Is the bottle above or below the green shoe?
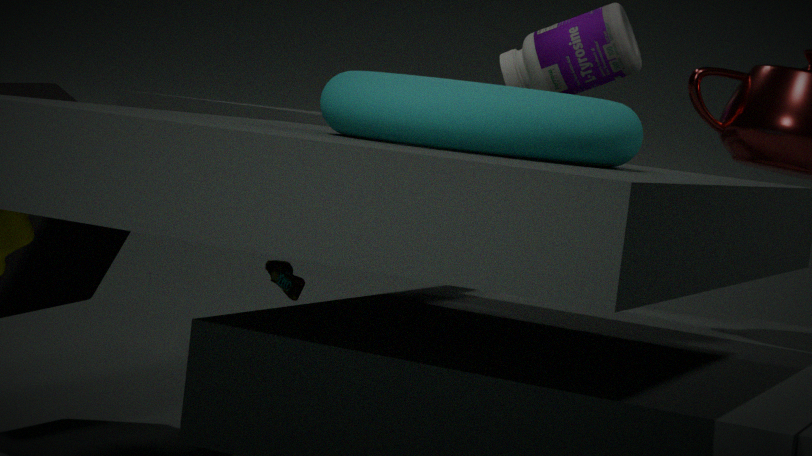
above
